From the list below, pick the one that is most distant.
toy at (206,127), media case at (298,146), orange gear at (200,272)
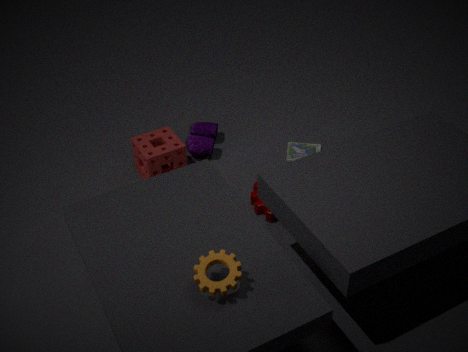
media case at (298,146)
